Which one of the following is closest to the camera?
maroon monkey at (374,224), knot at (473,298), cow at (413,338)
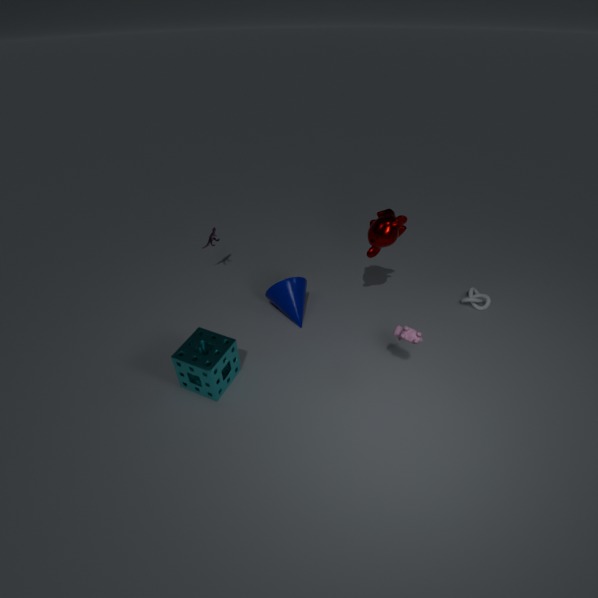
cow at (413,338)
